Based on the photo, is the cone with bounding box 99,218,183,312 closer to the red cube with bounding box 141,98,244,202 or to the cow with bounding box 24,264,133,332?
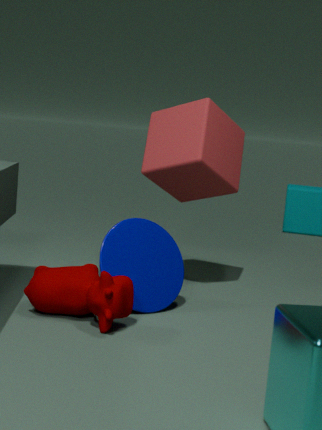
the cow with bounding box 24,264,133,332
